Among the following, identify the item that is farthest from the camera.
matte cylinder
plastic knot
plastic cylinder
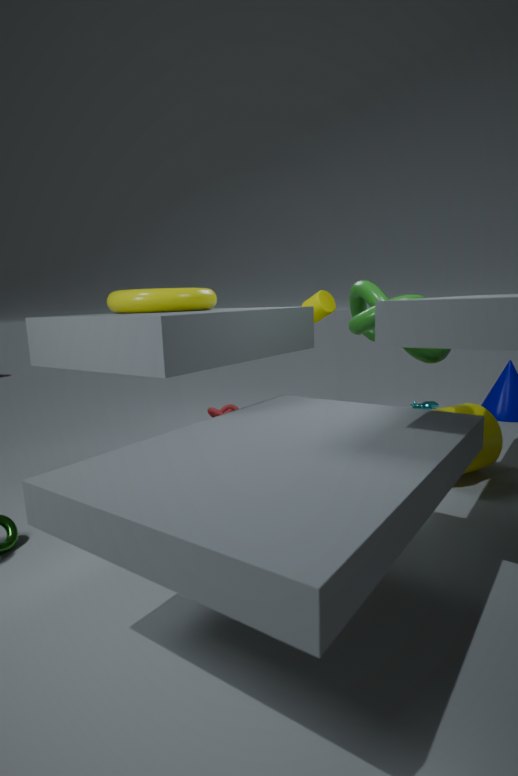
matte cylinder
